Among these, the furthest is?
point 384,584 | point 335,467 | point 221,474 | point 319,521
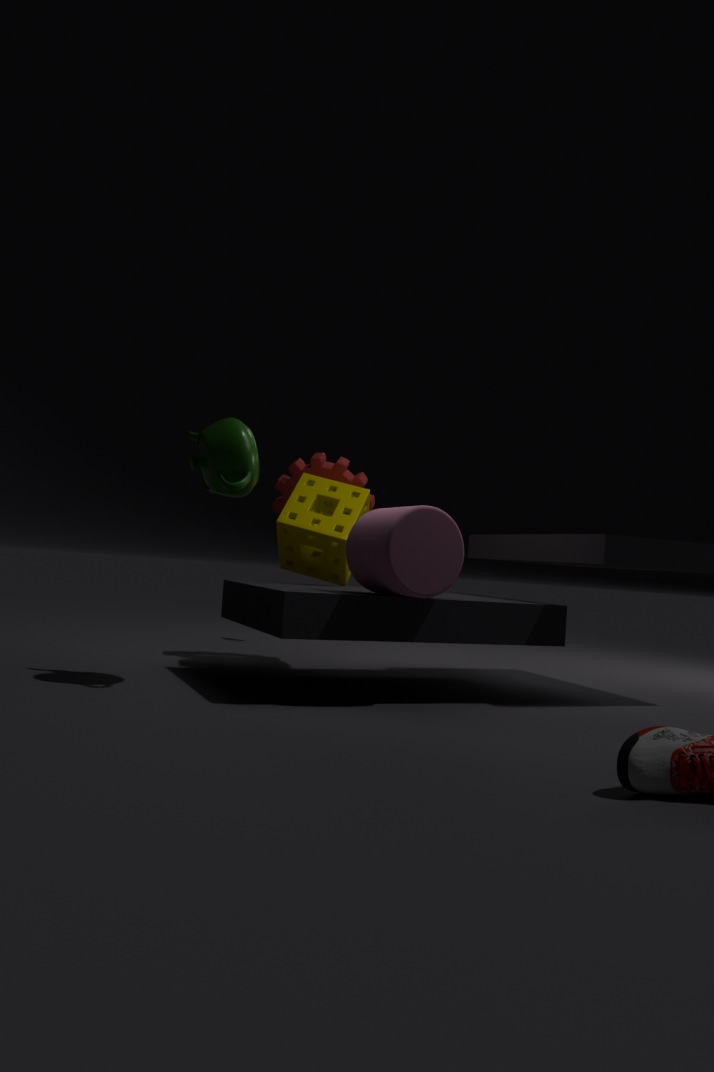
point 335,467
